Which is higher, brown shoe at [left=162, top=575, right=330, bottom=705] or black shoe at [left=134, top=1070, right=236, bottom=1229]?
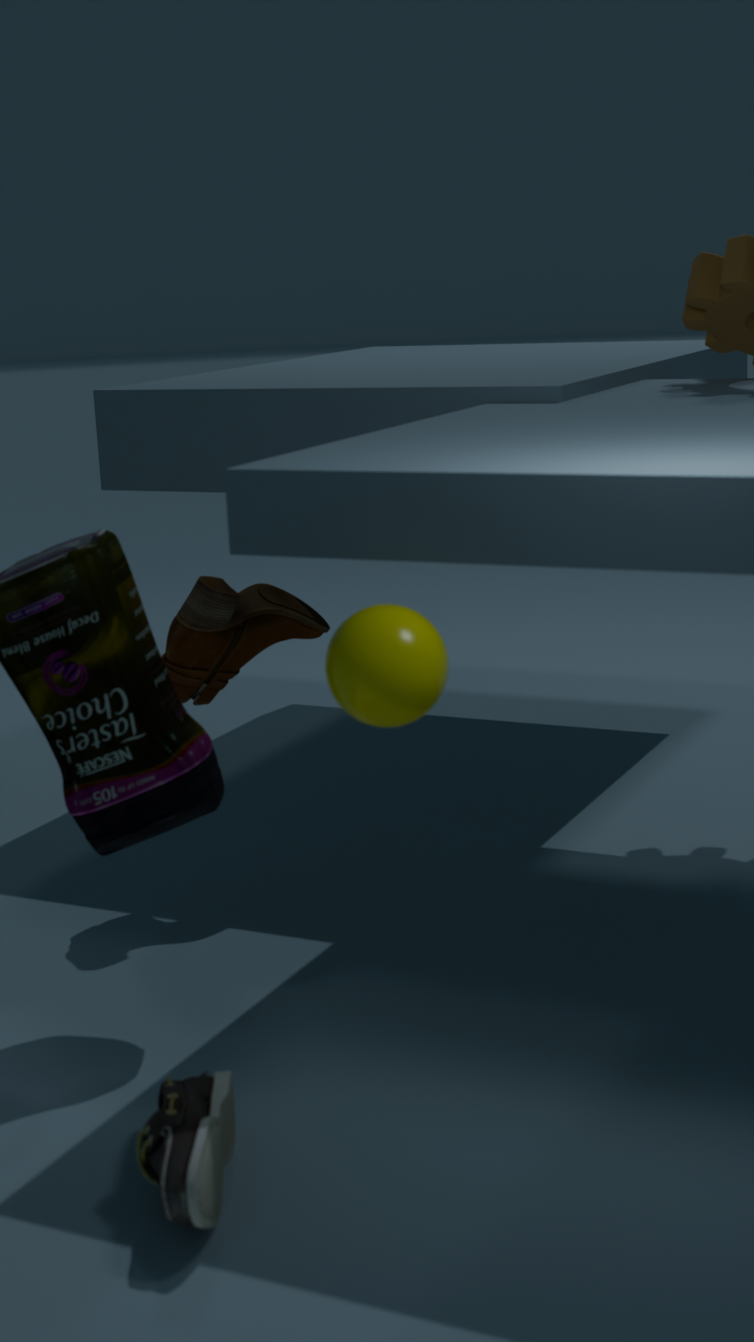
brown shoe at [left=162, top=575, right=330, bottom=705]
